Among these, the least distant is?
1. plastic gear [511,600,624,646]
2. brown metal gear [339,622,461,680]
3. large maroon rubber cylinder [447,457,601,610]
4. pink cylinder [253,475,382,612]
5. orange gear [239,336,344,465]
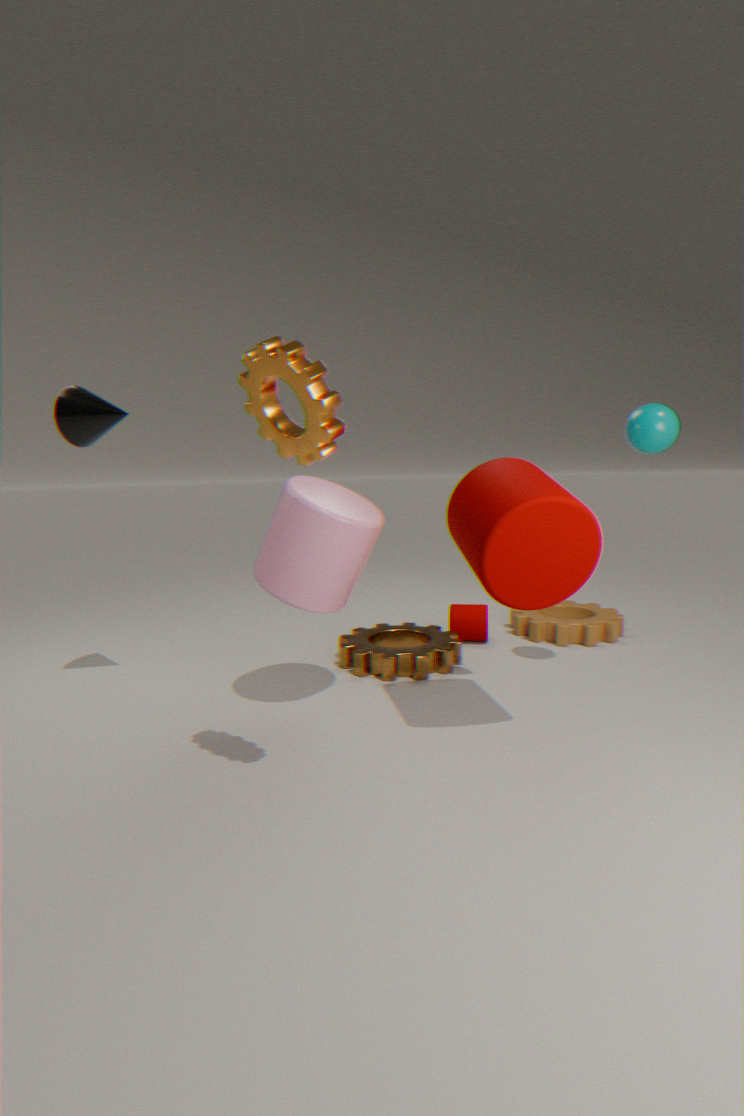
orange gear [239,336,344,465]
